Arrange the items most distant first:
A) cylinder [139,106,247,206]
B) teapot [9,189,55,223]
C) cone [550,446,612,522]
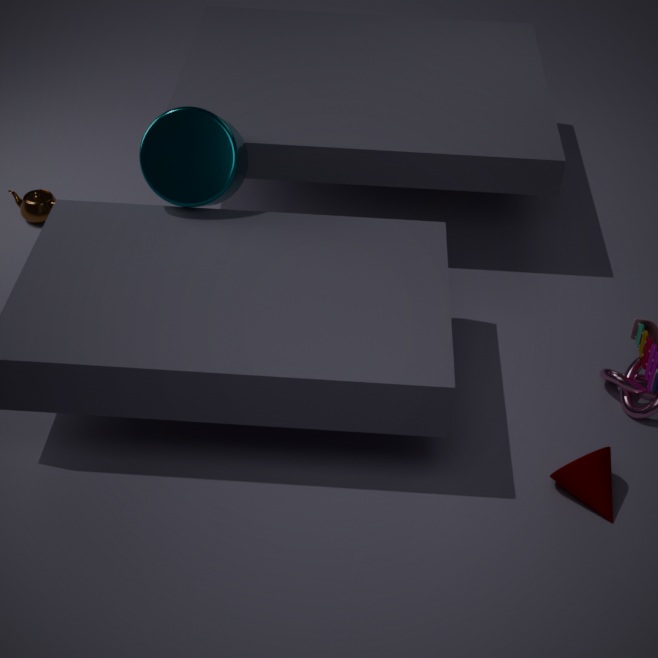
teapot [9,189,55,223], cylinder [139,106,247,206], cone [550,446,612,522]
